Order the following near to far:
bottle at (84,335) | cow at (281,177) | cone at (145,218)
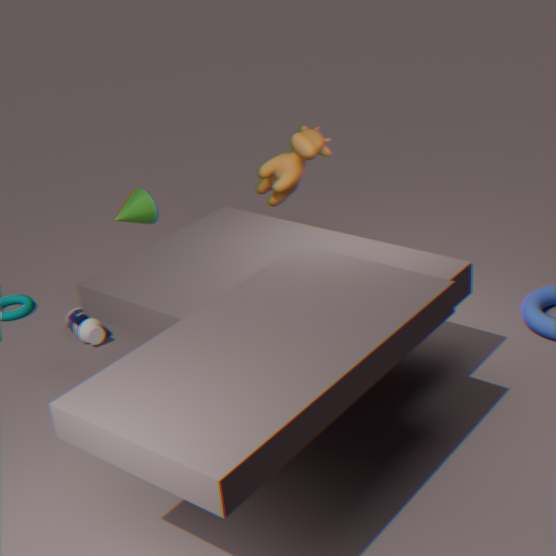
cone at (145,218)
bottle at (84,335)
cow at (281,177)
